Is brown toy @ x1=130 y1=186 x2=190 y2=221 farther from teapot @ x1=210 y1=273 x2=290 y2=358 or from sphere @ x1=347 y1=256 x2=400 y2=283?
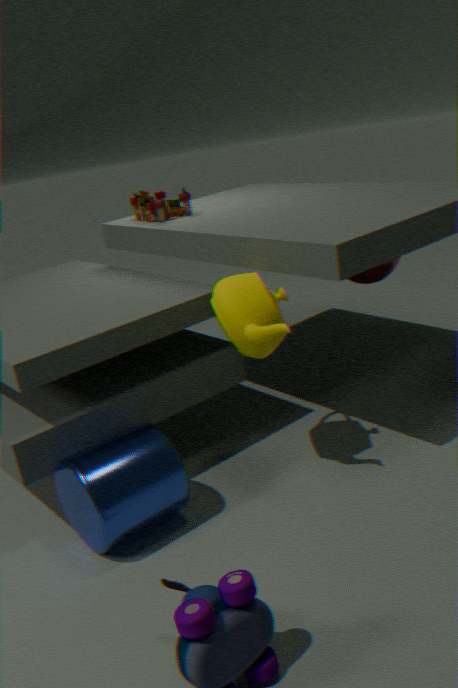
sphere @ x1=347 y1=256 x2=400 y2=283
